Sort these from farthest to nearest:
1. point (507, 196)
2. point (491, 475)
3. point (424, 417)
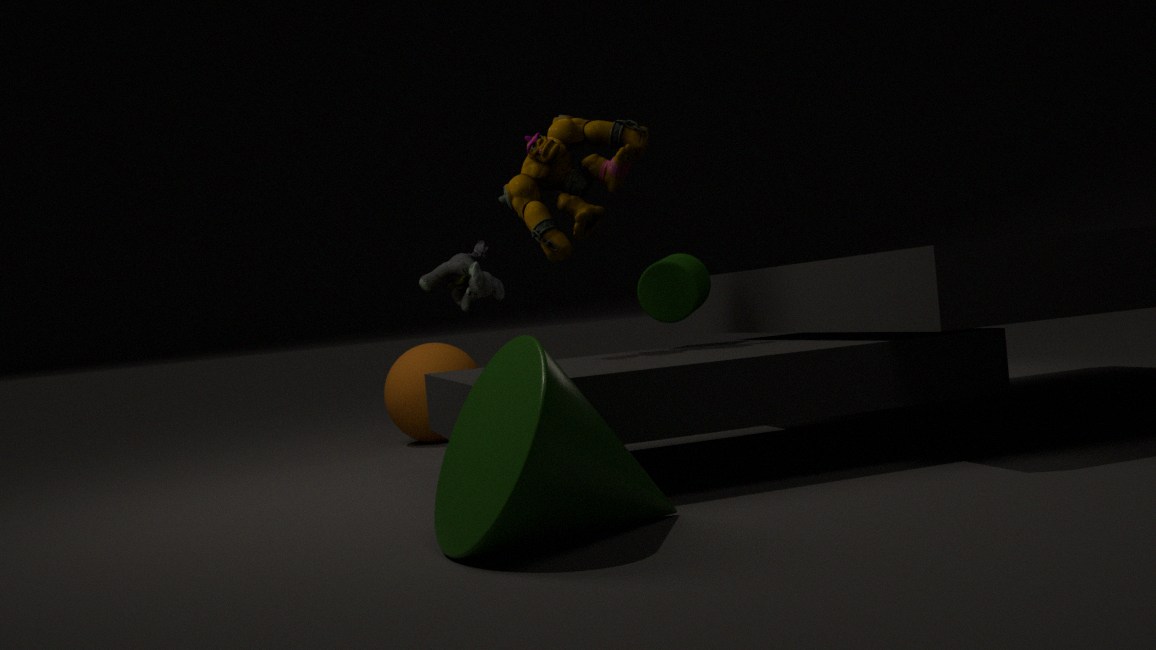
1. point (424, 417)
2. point (507, 196)
3. point (491, 475)
